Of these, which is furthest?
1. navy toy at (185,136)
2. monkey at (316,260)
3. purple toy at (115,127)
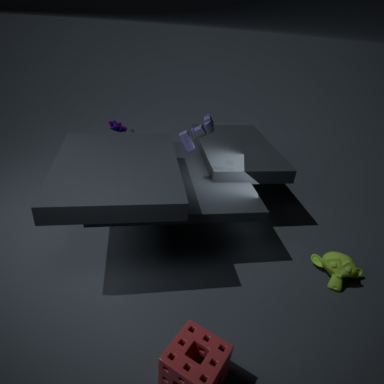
purple toy at (115,127)
